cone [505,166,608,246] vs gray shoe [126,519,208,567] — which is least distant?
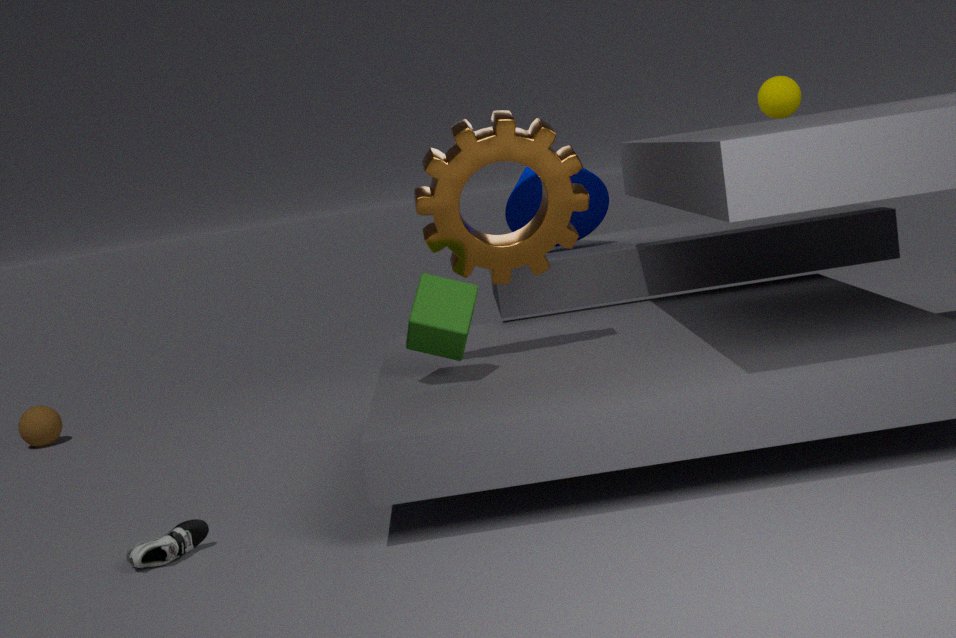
gray shoe [126,519,208,567]
